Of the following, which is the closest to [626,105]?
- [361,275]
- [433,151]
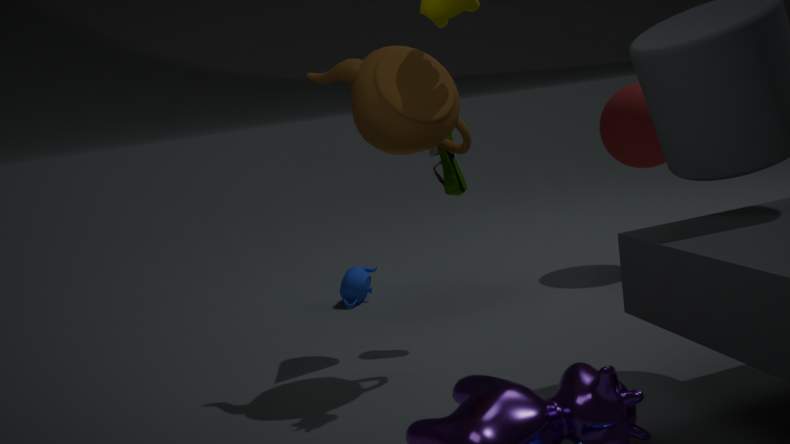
[433,151]
